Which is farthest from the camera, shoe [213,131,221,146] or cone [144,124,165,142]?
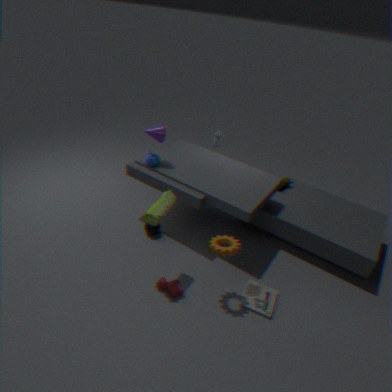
shoe [213,131,221,146]
